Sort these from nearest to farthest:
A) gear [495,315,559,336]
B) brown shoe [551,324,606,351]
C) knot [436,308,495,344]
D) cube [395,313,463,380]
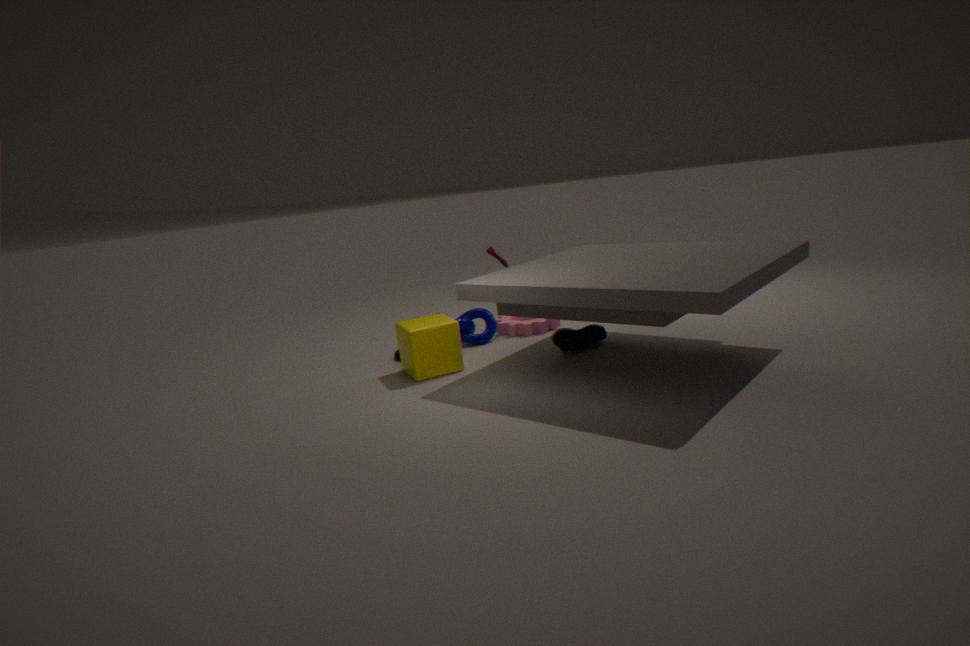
1. cube [395,313,463,380]
2. brown shoe [551,324,606,351]
3. knot [436,308,495,344]
4. gear [495,315,559,336]
